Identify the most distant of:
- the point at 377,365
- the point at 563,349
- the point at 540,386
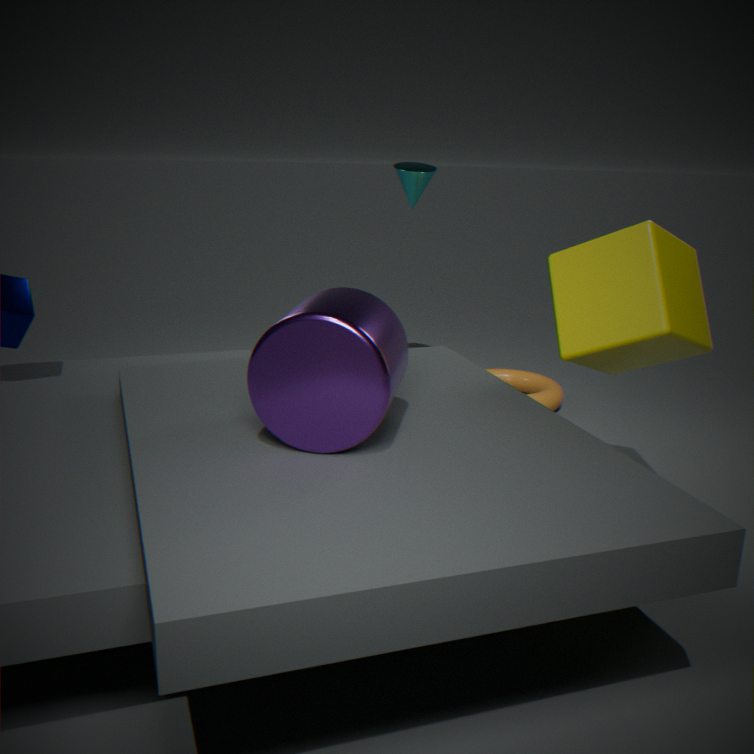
the point at 540,386
